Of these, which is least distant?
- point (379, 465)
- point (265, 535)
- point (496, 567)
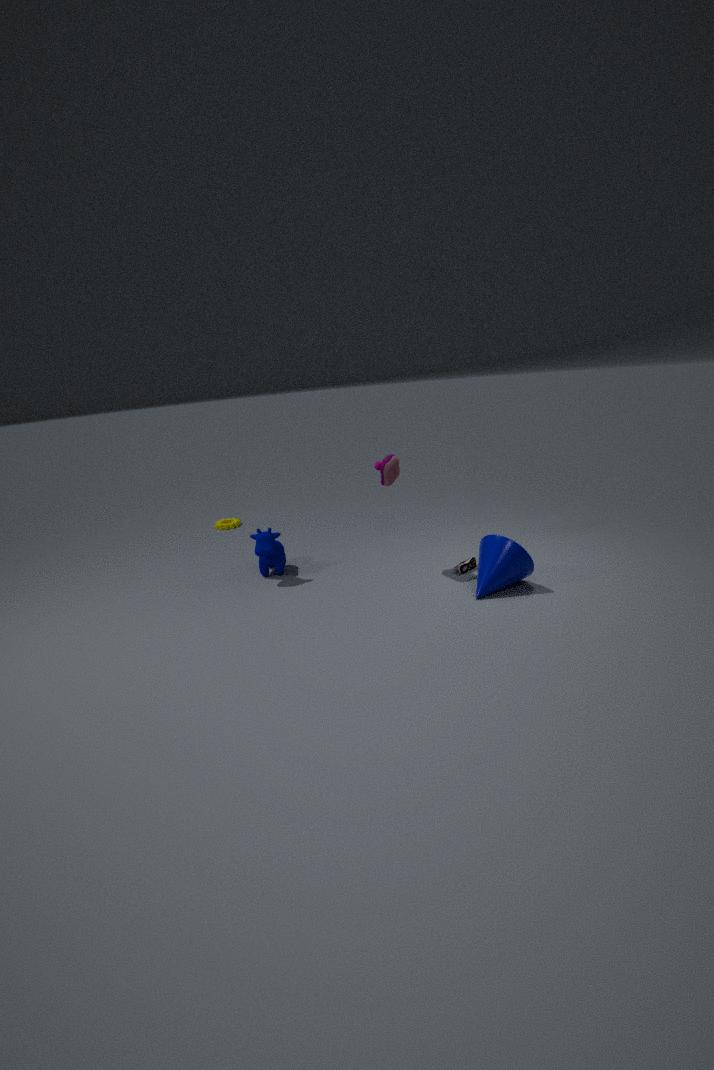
point (496, 567)
